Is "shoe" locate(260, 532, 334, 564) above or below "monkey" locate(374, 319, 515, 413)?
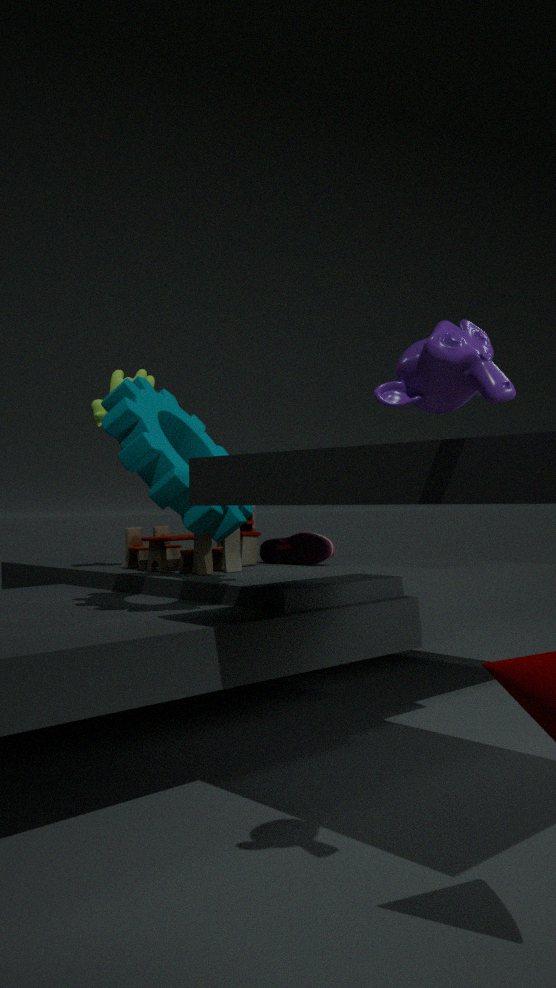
below
